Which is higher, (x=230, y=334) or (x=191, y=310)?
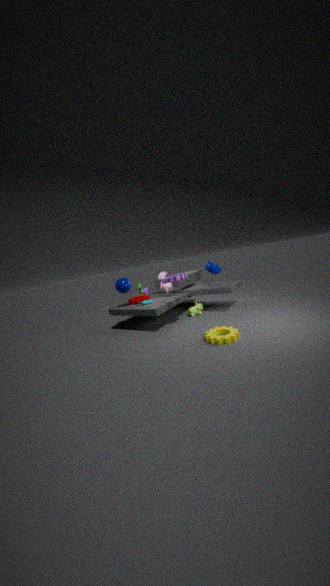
(x=191, y=310)
